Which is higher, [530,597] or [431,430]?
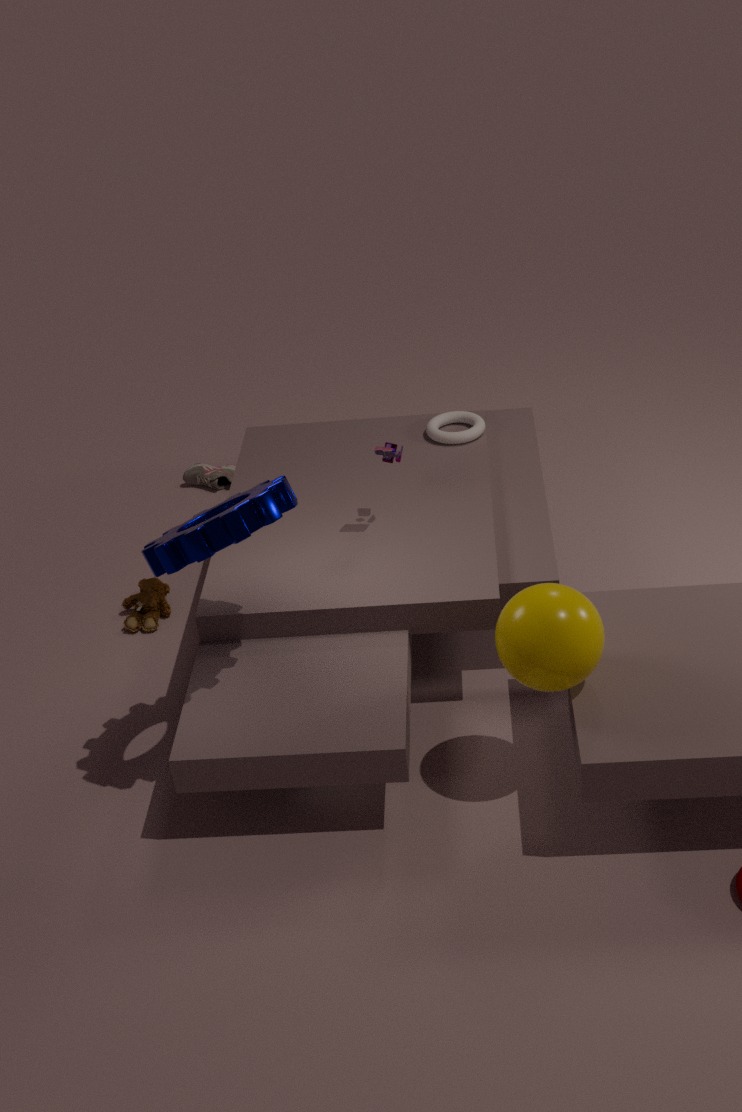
[530,597]
